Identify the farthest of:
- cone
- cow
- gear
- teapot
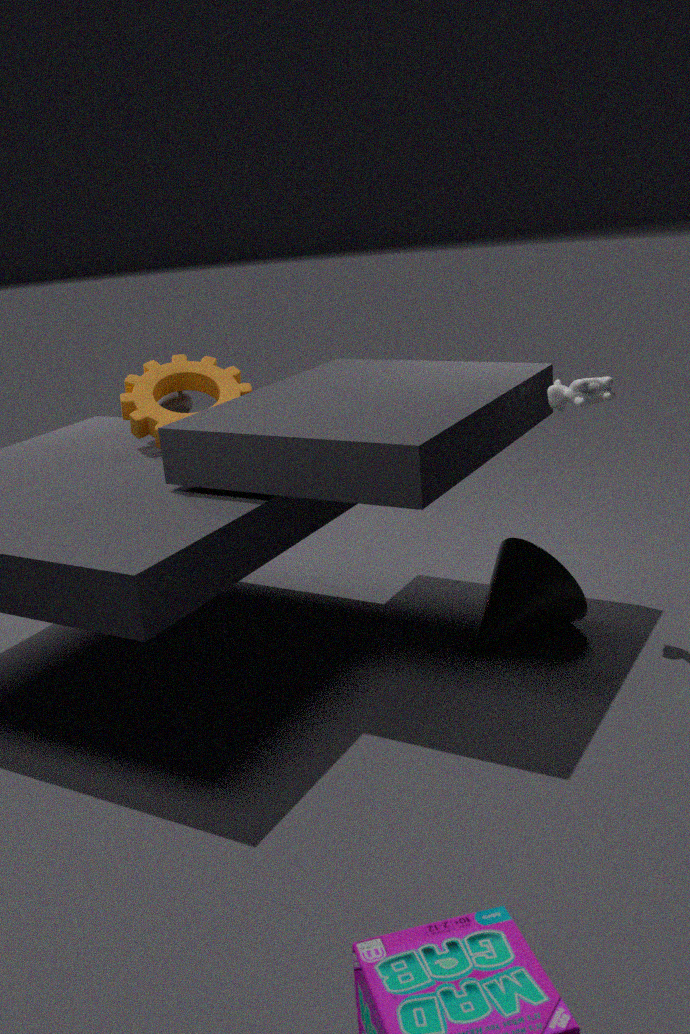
teapot
